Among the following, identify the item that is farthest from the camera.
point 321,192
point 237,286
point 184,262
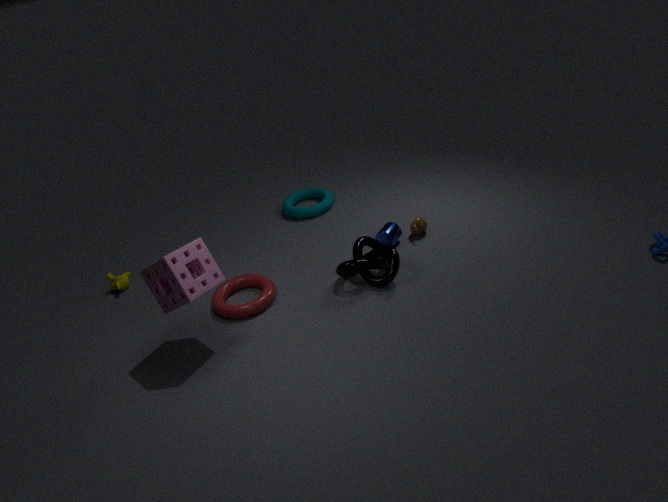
point 321,192
